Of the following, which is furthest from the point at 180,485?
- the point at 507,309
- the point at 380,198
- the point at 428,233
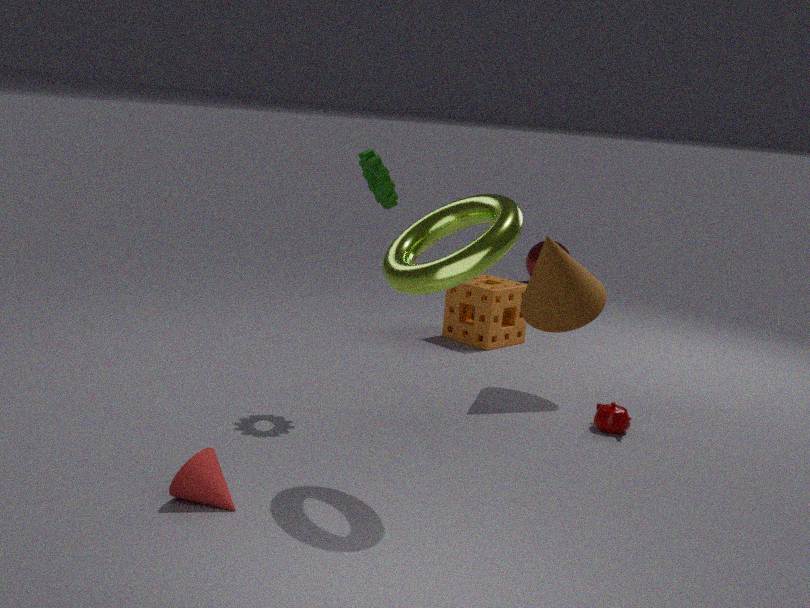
the point at 507,309
